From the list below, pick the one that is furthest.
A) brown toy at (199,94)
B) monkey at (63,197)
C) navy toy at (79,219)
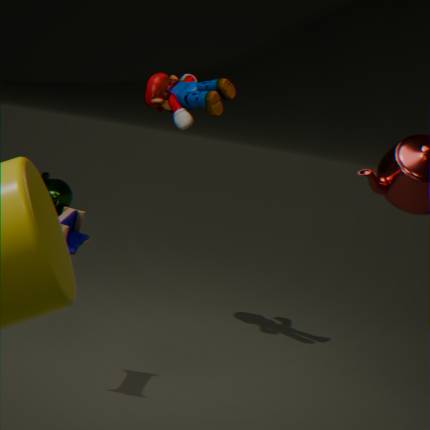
monkey at (63,197)
